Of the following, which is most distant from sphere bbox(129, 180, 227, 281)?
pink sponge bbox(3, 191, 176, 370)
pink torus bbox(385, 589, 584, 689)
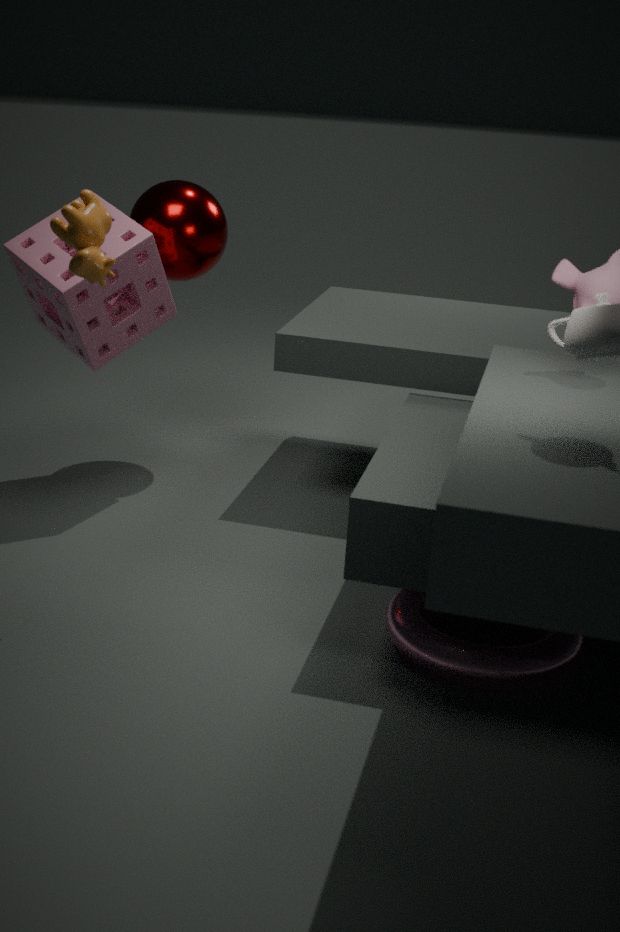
pink torus bbox(385, 589, 584, 689)
